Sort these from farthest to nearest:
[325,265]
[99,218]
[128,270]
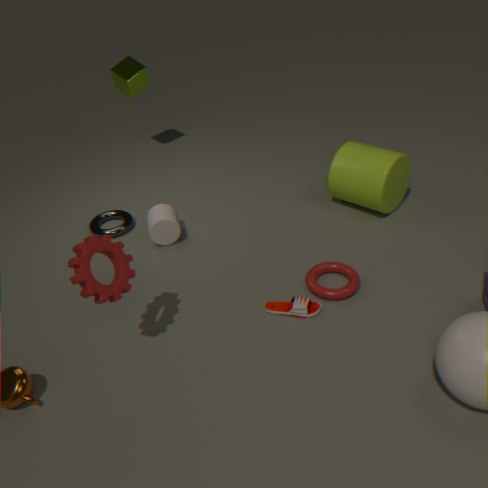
[99,218] → [325,265] → [128,270]
